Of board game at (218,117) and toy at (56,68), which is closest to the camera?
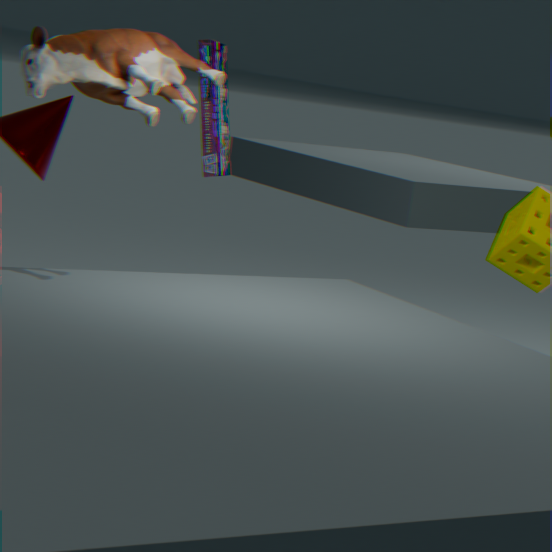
toy at (56,68)
